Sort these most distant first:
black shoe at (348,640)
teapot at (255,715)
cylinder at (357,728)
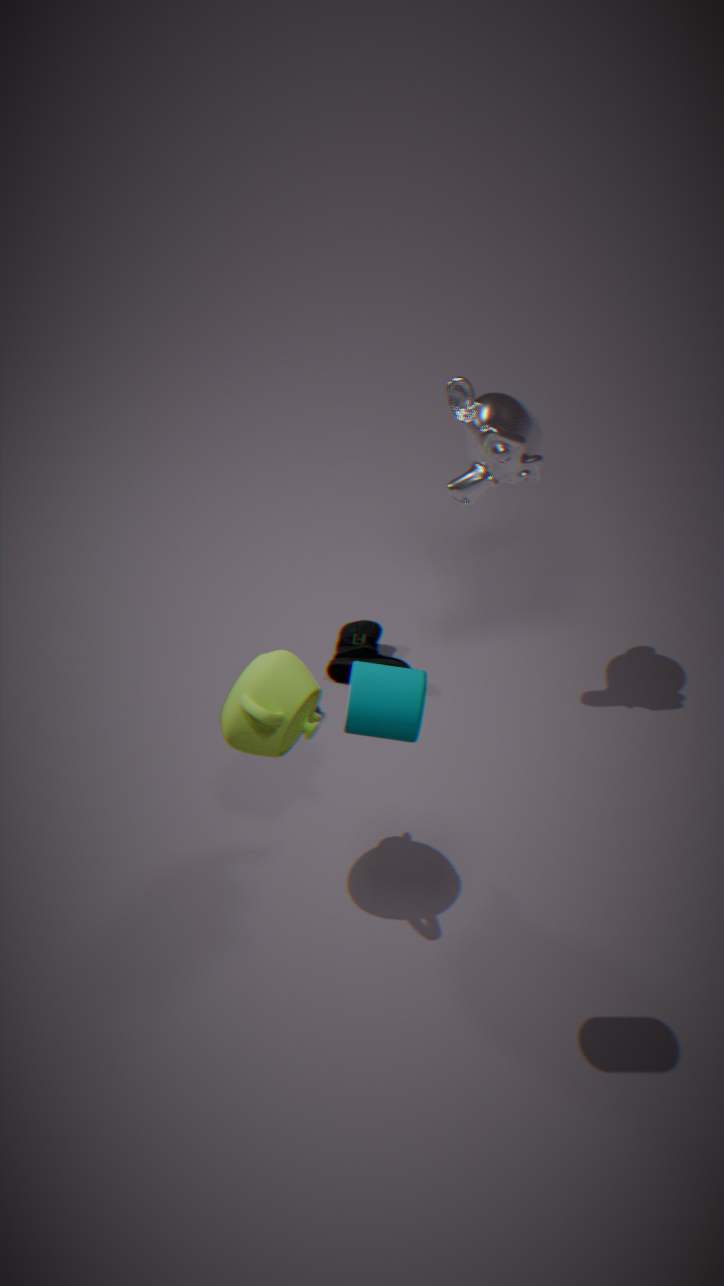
black shoe at (348,640), teapot at (255,715), cylinder at (357,728)
